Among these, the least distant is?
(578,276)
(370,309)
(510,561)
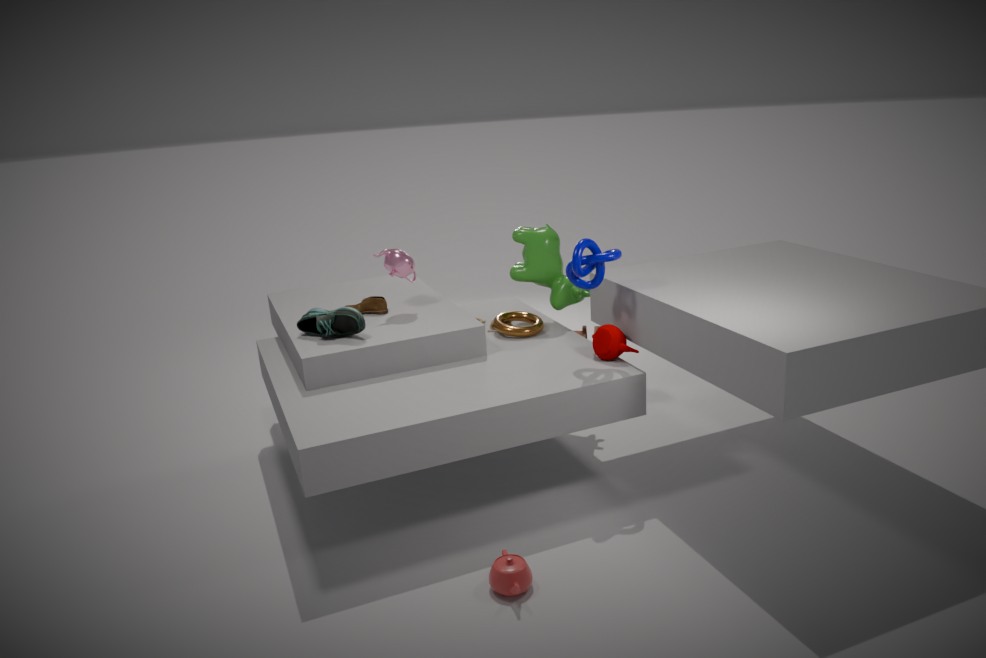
(510,561)
